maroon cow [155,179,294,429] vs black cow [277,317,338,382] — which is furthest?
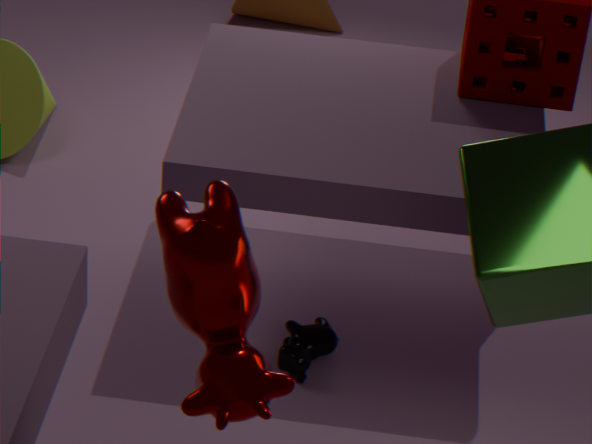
black cow [277,317,338,382]
